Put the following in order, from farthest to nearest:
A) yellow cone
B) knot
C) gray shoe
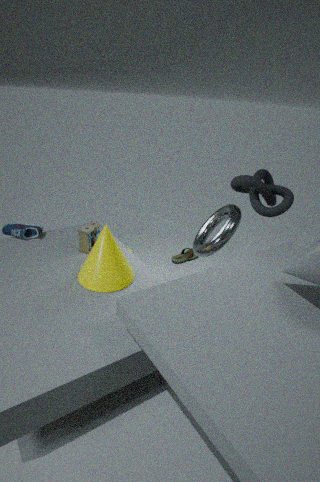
gray shoe → knot → yellow cone
